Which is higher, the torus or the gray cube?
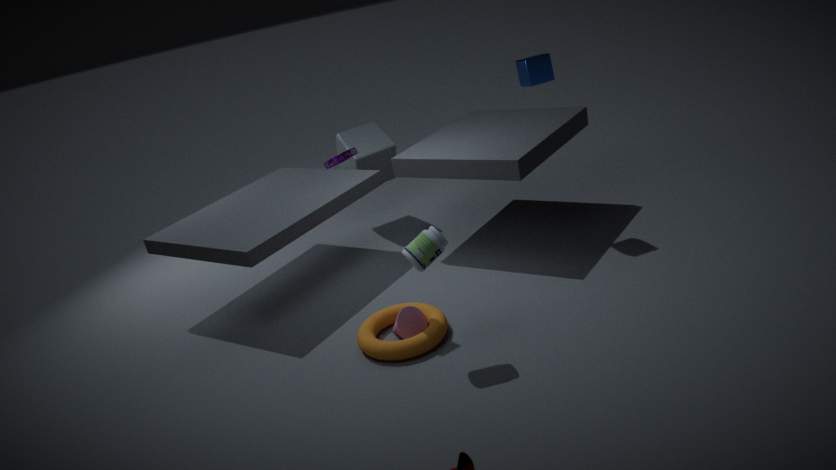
the gray cube
